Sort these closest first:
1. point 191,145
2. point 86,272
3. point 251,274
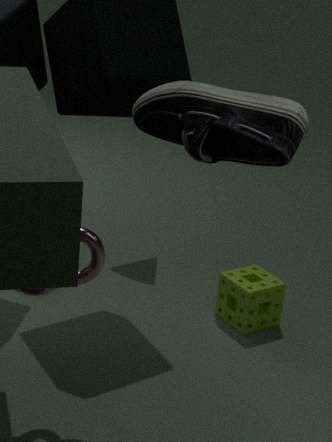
1. point 191,145
2. point 86,272
3. point 251,274
